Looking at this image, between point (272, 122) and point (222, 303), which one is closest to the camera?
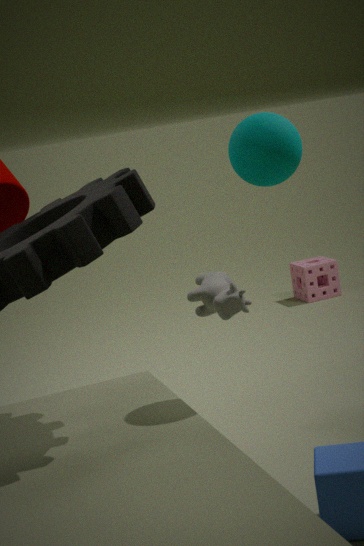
point (272, 122)
